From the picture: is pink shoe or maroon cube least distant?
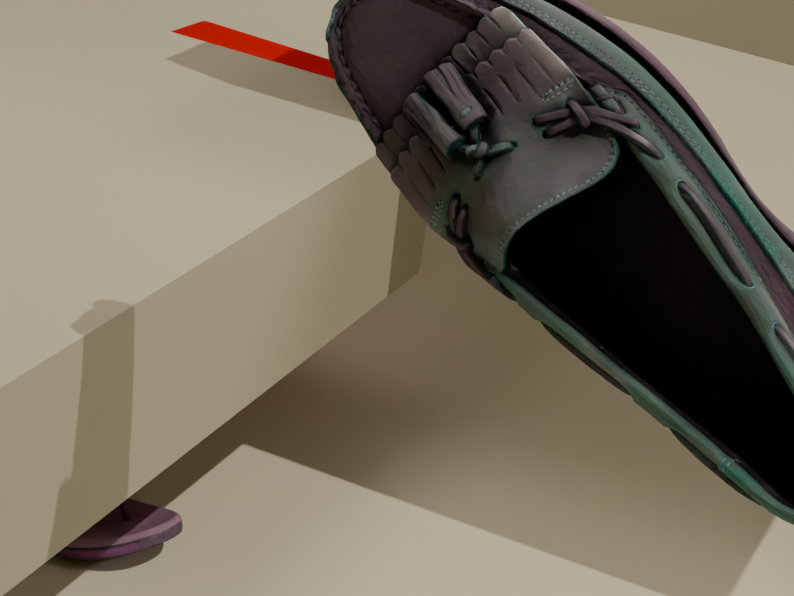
pink shoe
